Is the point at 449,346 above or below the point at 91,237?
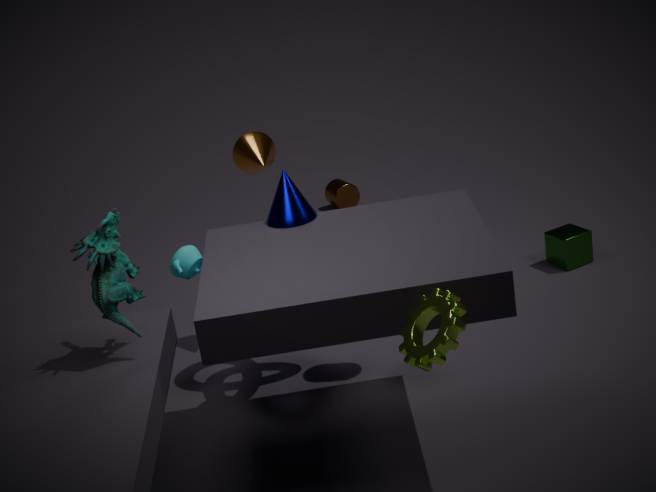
below
